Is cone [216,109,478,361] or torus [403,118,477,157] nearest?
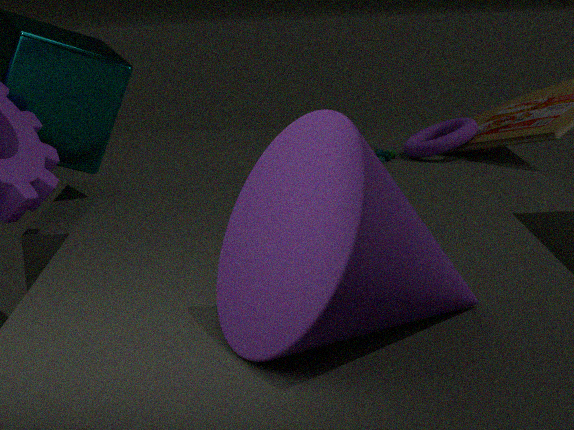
cone [216,109,478,361]
